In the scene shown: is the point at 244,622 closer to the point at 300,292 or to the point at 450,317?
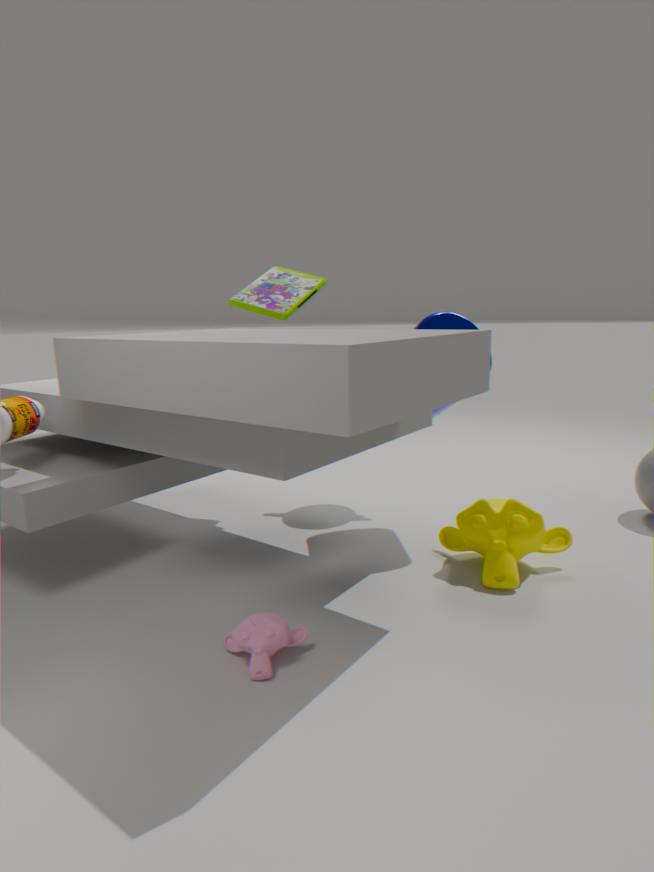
the point at 450,317
